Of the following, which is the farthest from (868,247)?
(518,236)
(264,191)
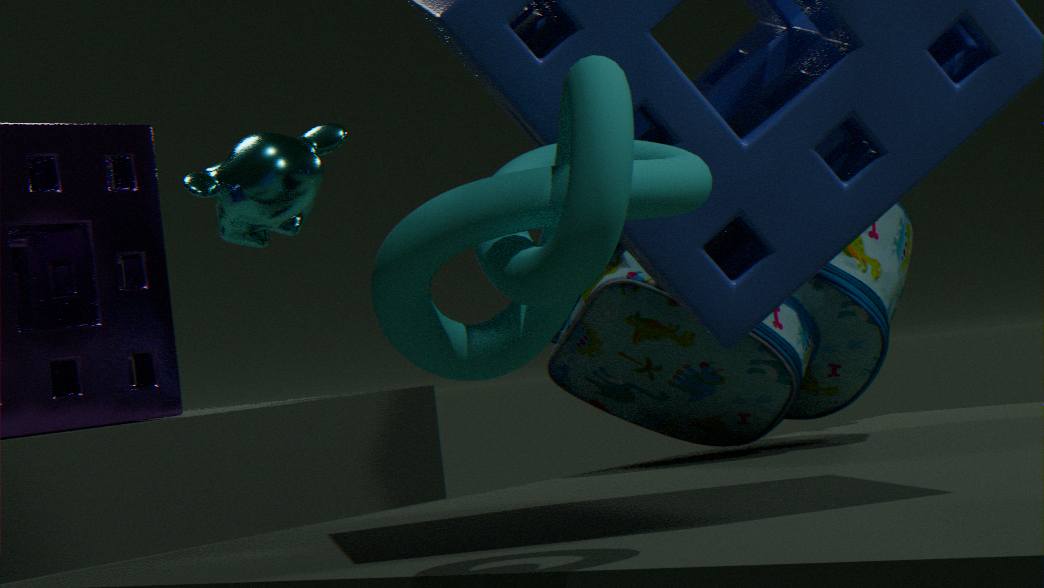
(518,236)
